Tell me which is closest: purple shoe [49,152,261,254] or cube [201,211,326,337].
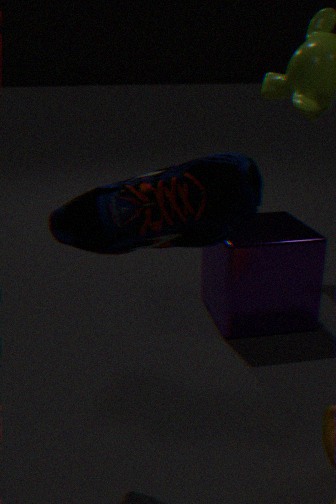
purple shoe [49,152,261,254]
